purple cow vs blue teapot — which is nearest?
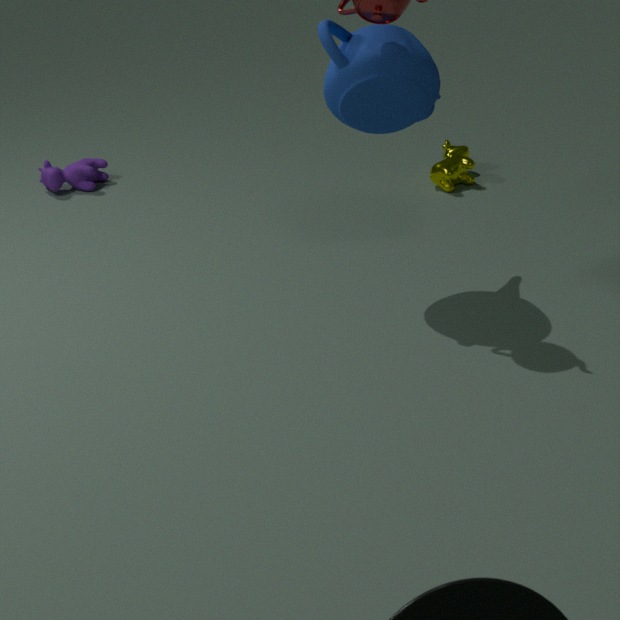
blue teapot
